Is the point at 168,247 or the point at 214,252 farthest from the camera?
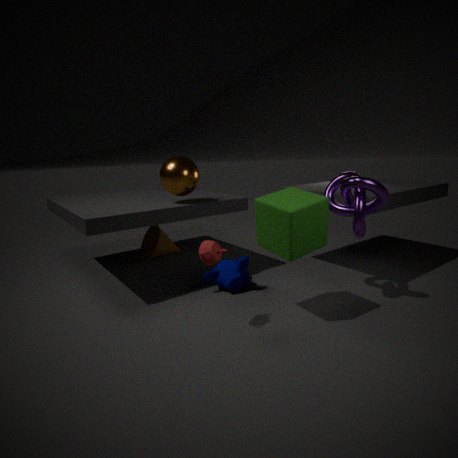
the point at 168,247
